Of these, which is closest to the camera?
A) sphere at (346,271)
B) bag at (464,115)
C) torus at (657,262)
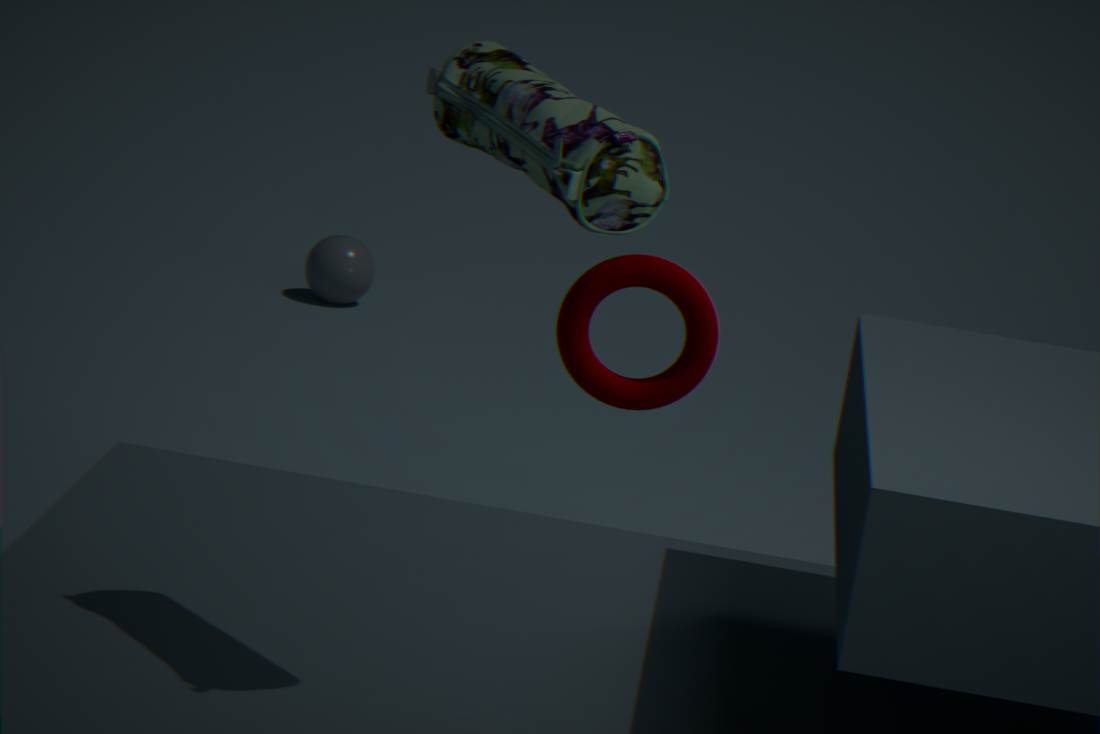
bag at (464,115)
